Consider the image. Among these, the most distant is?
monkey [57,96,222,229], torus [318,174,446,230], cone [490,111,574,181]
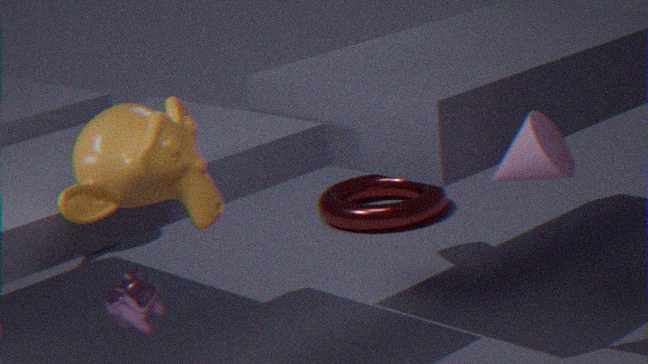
torus [318,174,446,230]
